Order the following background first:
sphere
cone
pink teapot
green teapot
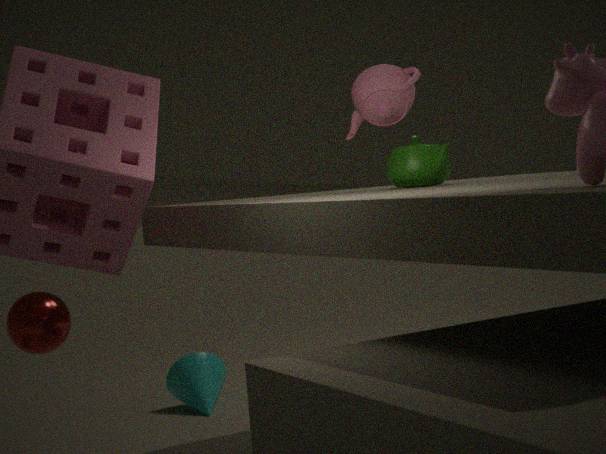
cone
sphere
pink teapot
green teapot
